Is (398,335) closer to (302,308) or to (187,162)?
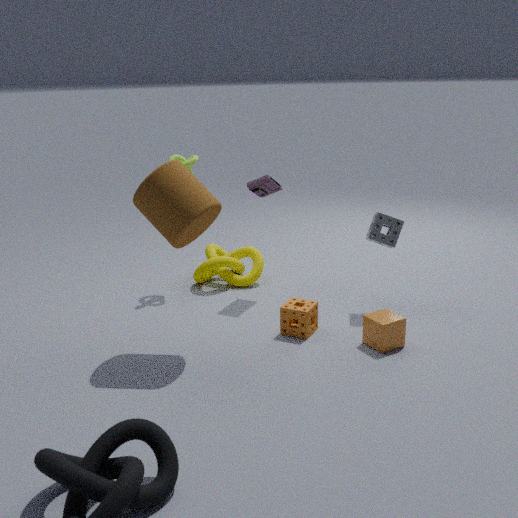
(302,308)
